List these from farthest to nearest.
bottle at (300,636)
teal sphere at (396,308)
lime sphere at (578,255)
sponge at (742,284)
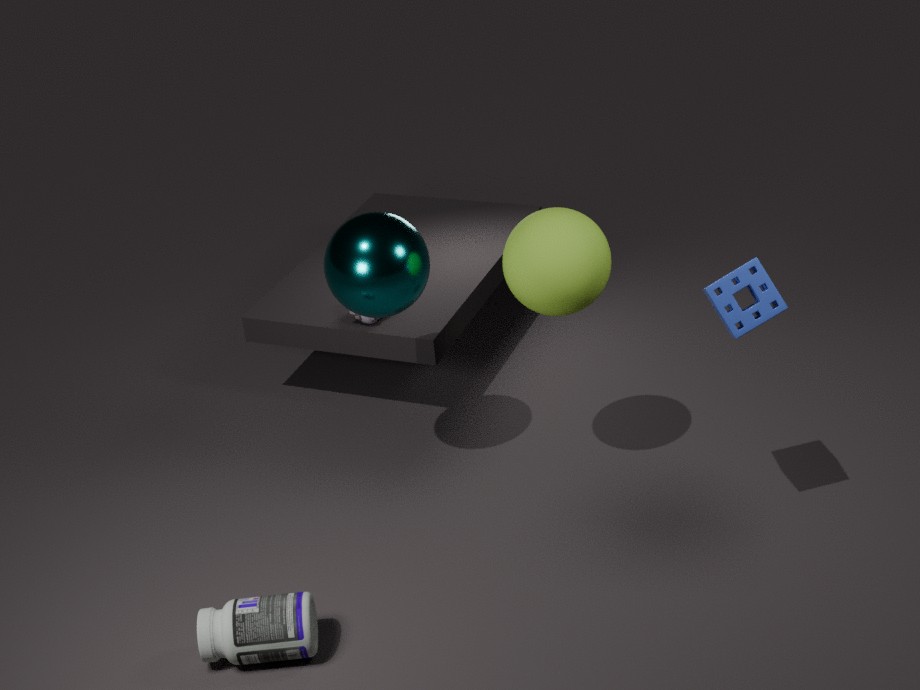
teal sphere at (396,308), lime sphere at (578,255), bottle at (300,636), sponge at (742,284)
